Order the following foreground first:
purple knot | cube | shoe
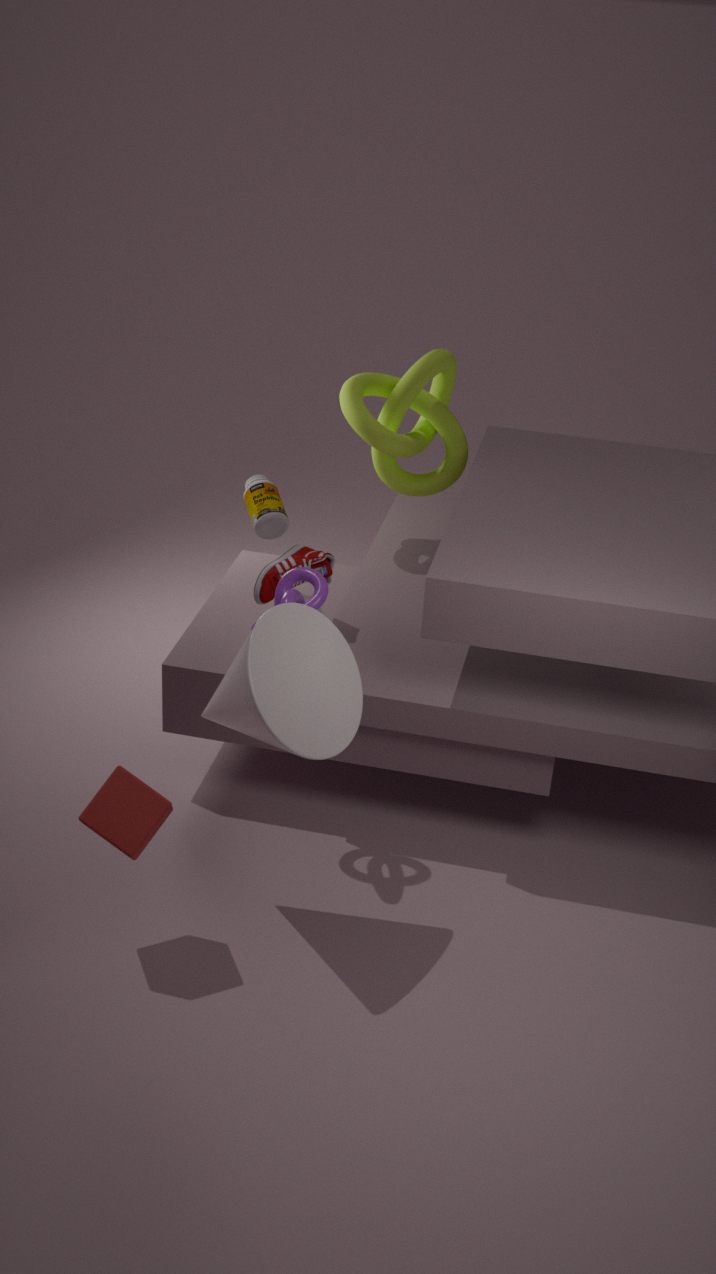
cube, purple knot, shoe
